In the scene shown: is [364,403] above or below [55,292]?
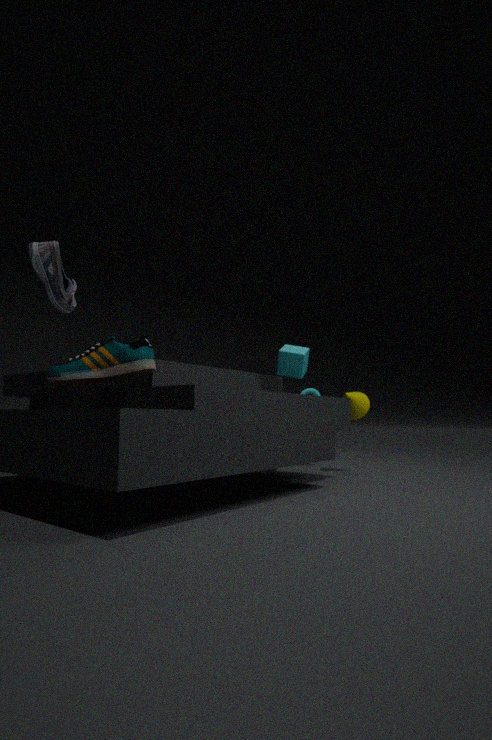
below
